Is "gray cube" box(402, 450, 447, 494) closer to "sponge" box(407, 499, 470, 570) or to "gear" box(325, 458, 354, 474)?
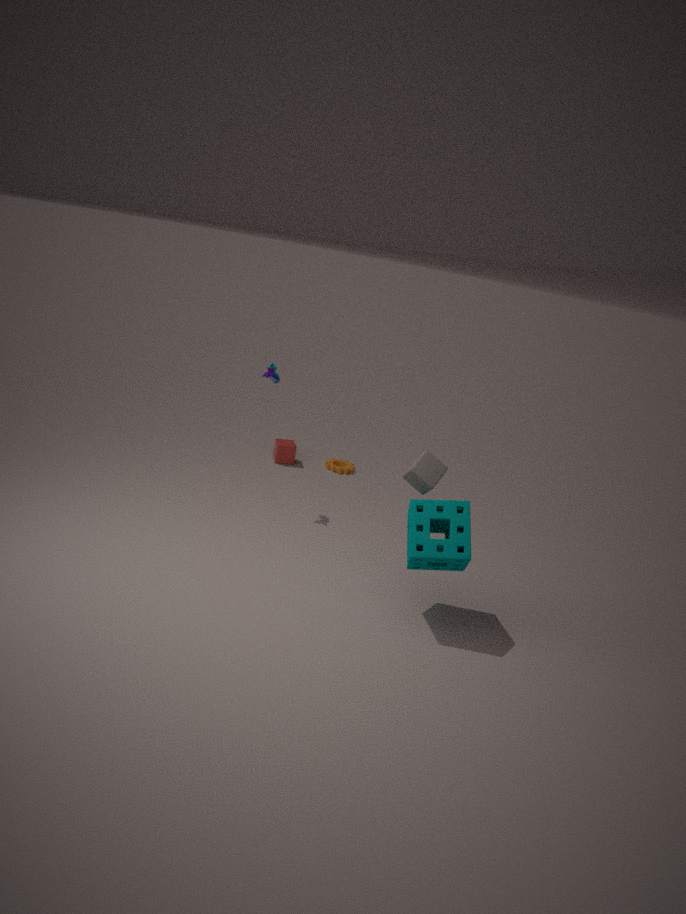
"sponge" box(407, 499, 470, 570)
